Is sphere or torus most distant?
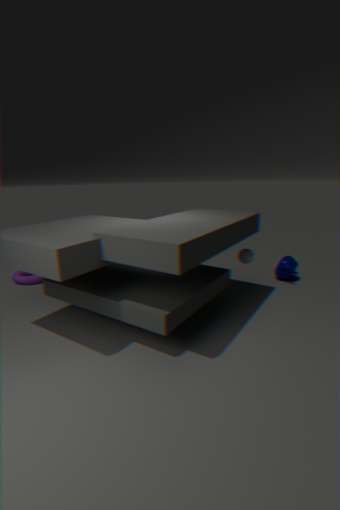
torus
